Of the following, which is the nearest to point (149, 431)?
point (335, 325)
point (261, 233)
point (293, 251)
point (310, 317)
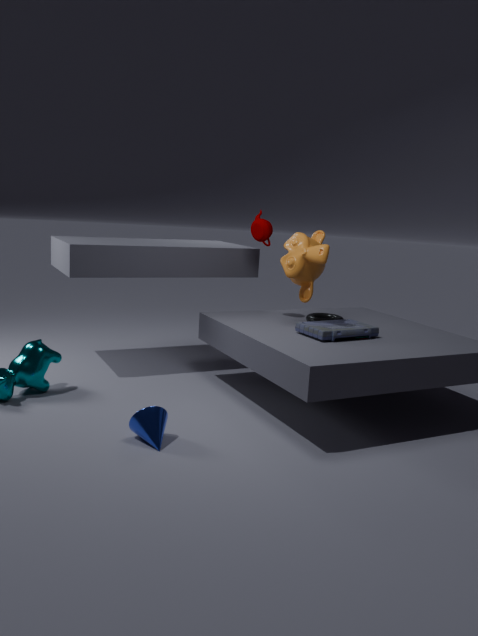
point (335, 325)
